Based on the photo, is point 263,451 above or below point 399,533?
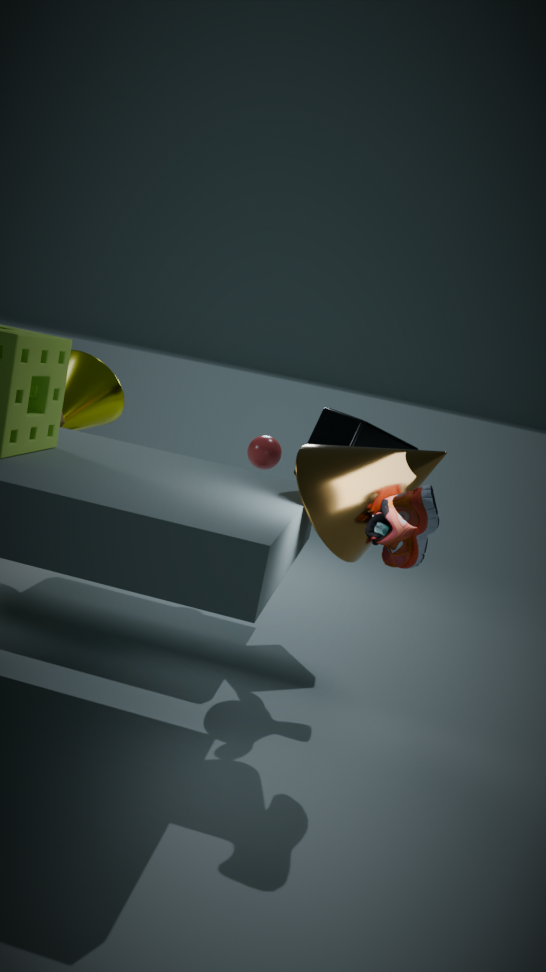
below
